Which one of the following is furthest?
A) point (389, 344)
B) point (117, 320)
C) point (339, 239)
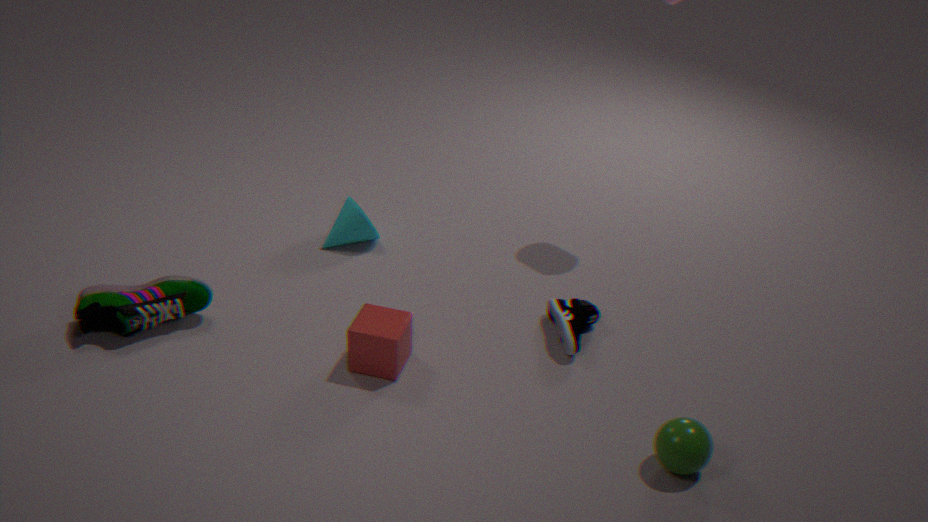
point (339, 239)
